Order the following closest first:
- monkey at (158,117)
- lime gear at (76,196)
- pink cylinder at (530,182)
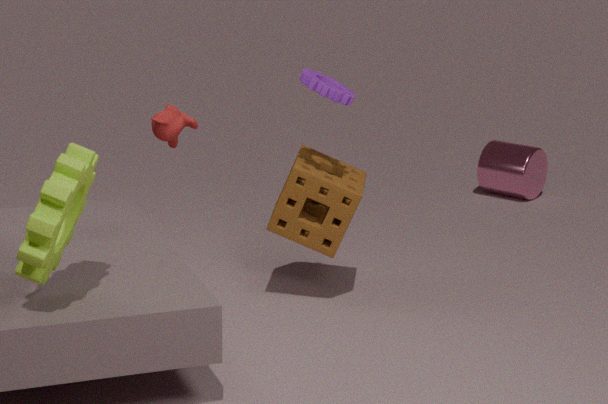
lime gear at (76,196), monkey at (158,117), pink cylinder at (530,182)
